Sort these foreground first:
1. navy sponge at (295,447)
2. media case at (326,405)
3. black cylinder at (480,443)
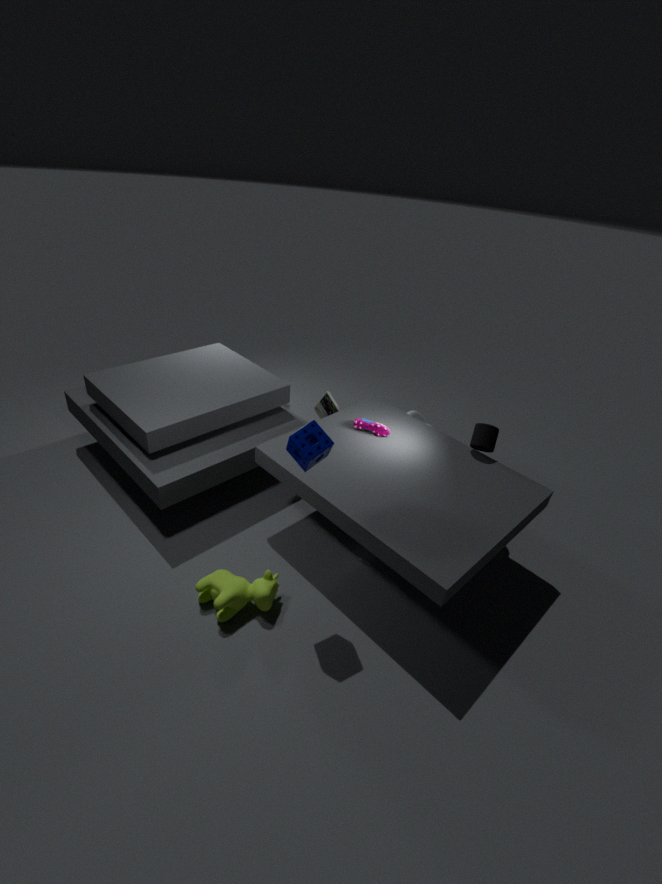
1. navy sponge at (295,447)
2. black cylinder at (480,443)
3. media case at (326,405)
